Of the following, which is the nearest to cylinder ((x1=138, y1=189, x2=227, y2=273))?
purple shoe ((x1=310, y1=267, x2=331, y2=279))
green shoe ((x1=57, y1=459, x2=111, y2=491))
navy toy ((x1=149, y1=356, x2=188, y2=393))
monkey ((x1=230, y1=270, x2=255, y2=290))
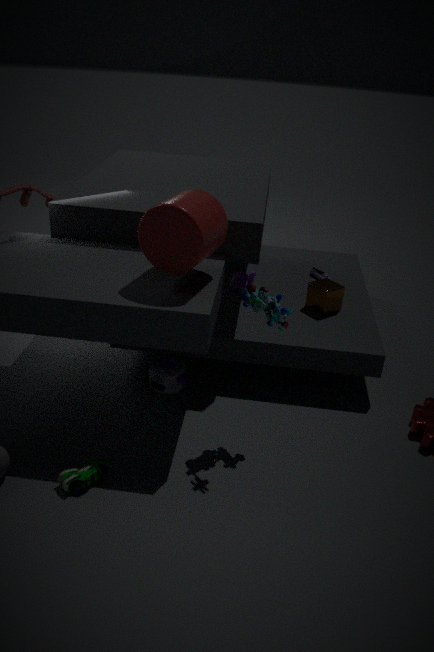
navy toy ((x1=149, y1=356, x2=188, y2=393))
